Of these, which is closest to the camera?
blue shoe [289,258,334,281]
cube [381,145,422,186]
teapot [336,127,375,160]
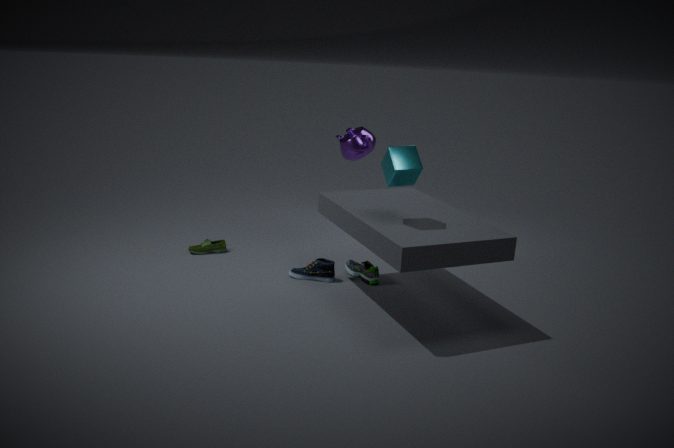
cube [381,145,422,186]
